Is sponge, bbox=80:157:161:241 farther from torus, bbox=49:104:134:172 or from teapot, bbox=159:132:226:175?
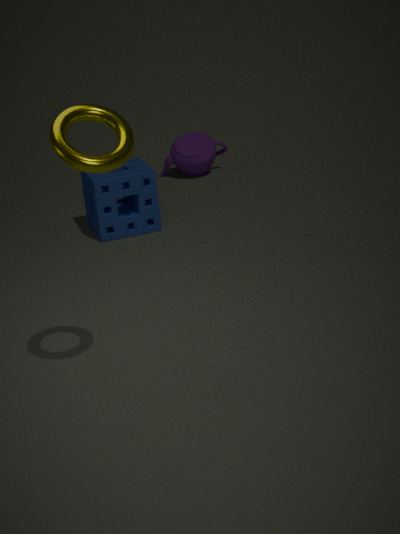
torus, bbox=49:104:134:172
